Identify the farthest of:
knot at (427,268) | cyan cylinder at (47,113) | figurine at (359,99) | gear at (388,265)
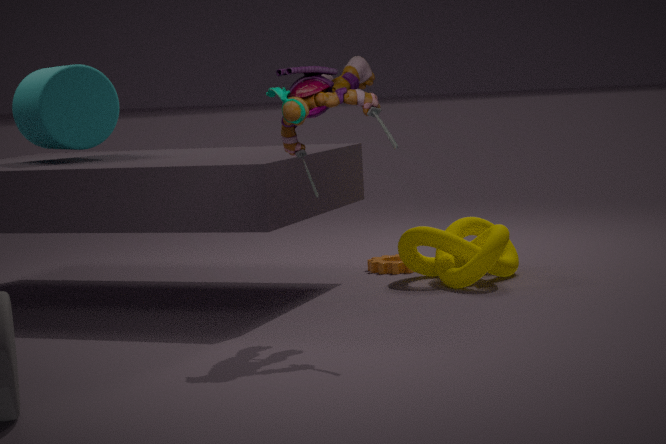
gear at (388,265)
